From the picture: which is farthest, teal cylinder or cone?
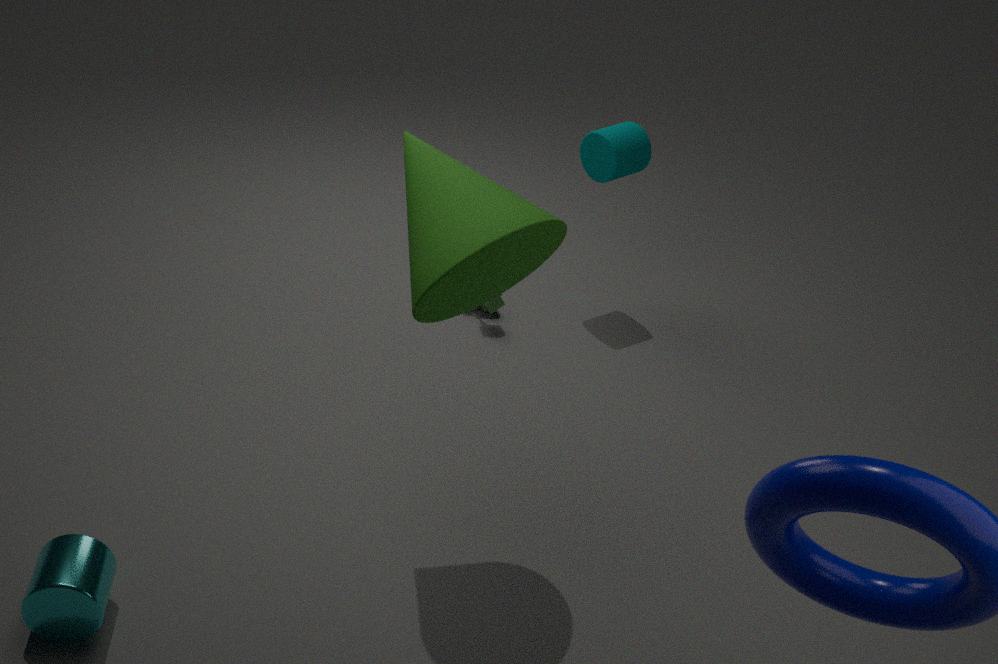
teal cylinder
